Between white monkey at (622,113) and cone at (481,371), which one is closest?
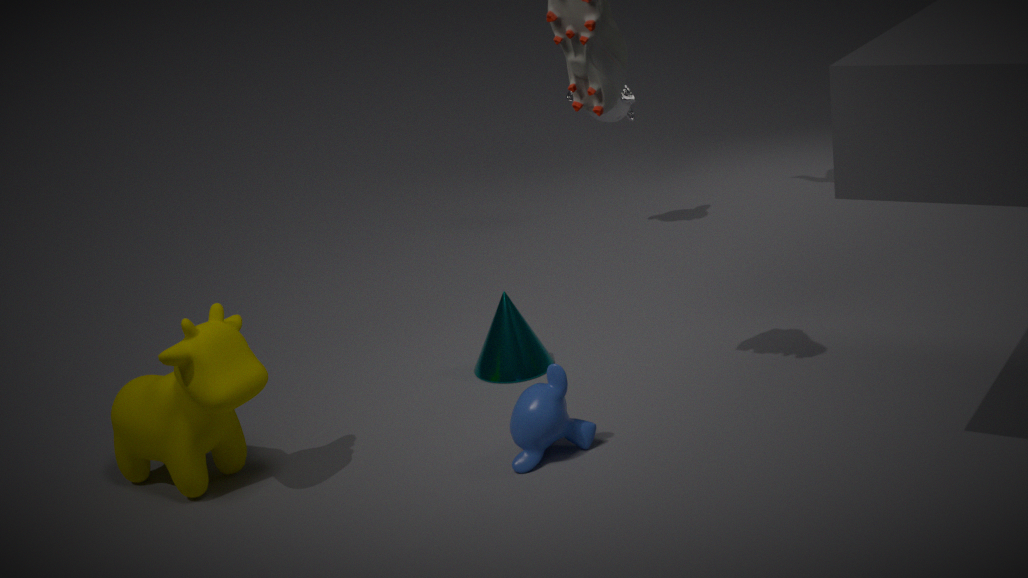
cone at (481,371)
